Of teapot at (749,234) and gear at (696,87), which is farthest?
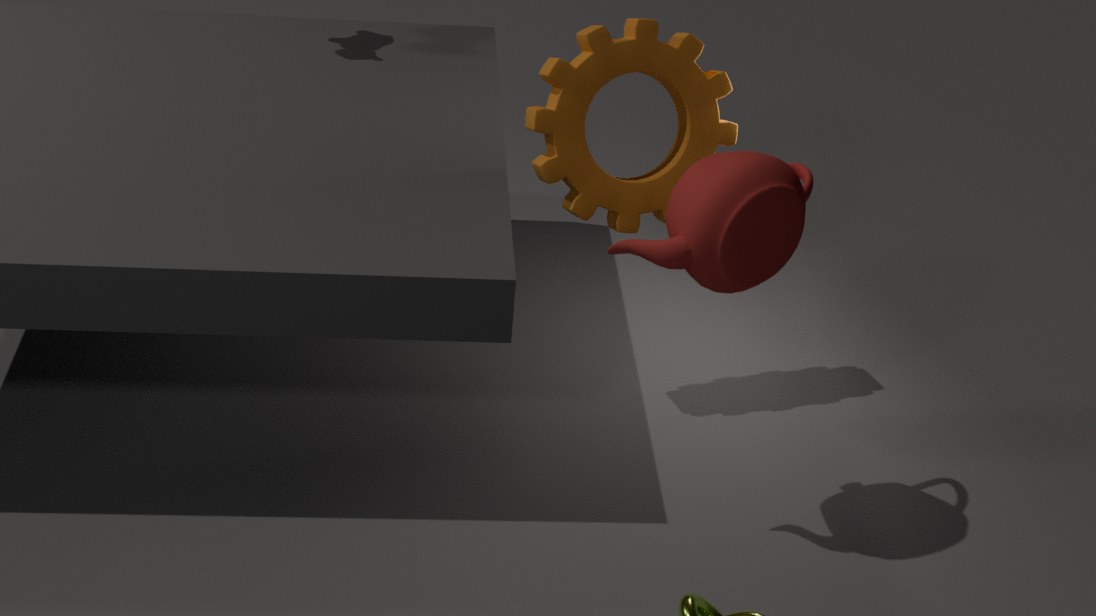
gear at (696,87)
